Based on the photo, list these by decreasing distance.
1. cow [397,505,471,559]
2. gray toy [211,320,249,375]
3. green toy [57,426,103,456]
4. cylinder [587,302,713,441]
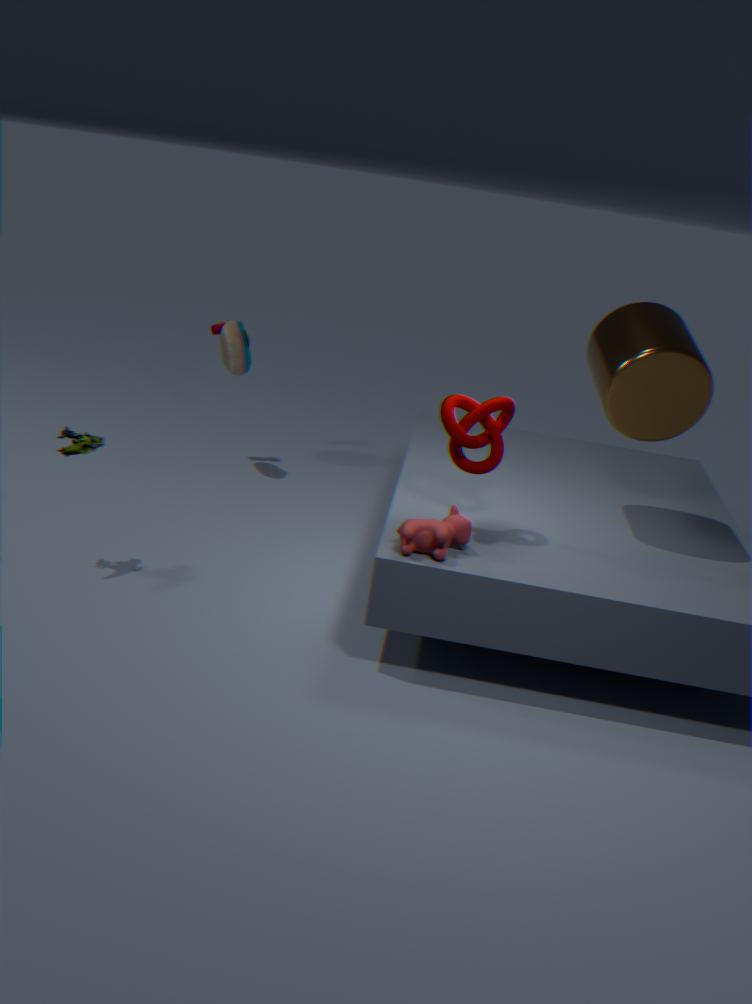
gray toy [211,320,249,375], green toy [57,426,103,456], cylinder [587,302,713,441], cow [397,505,471,559]
